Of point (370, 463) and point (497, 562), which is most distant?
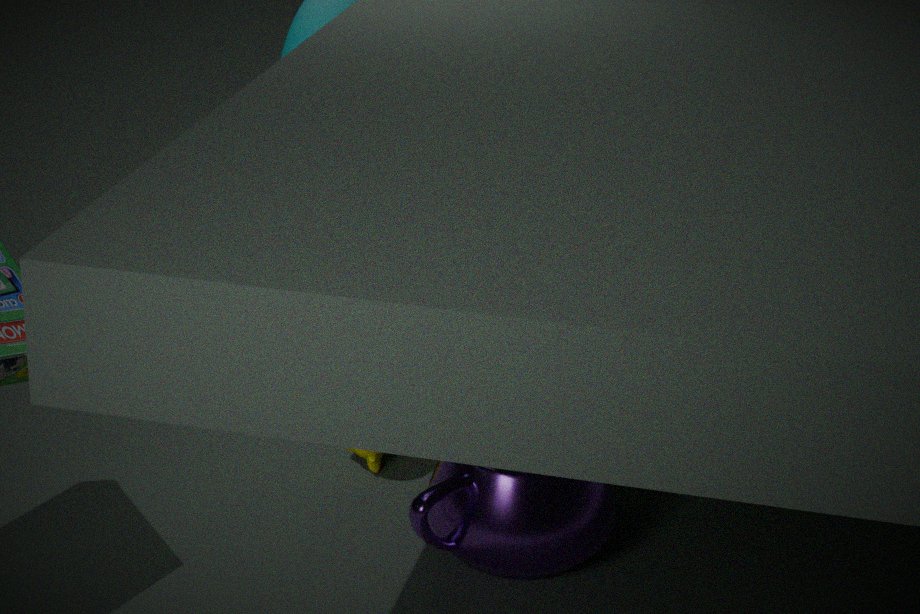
point (370, 463)
